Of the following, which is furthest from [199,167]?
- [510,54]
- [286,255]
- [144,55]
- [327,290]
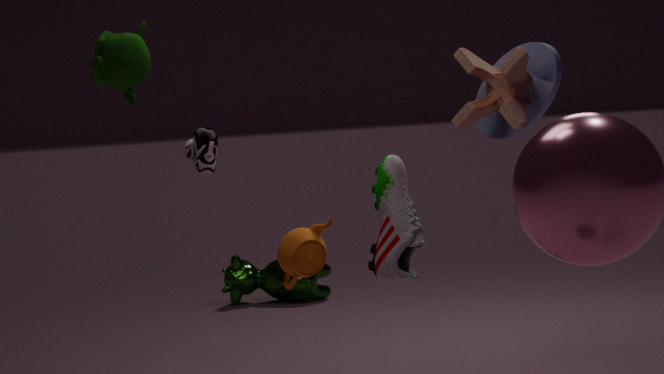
[327,290]
